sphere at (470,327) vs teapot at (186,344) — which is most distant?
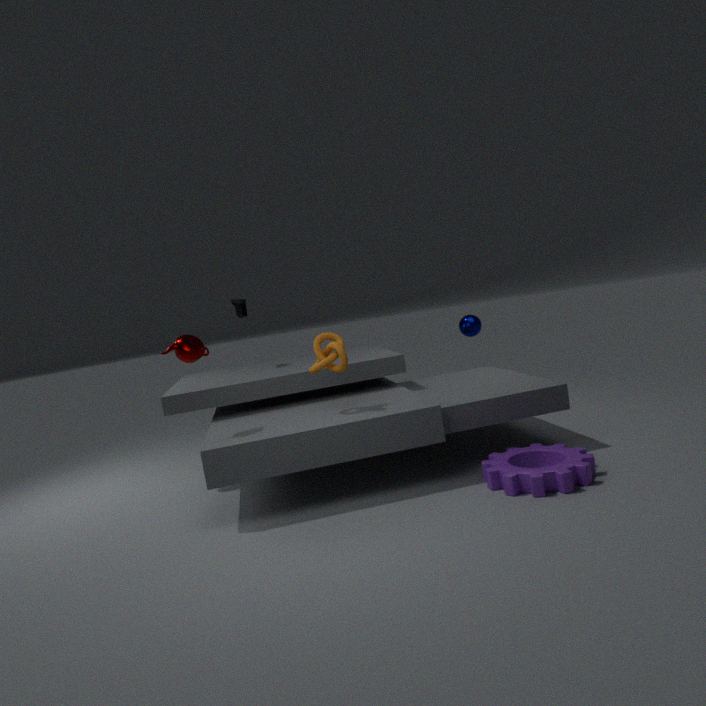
sphere at (470,327)
